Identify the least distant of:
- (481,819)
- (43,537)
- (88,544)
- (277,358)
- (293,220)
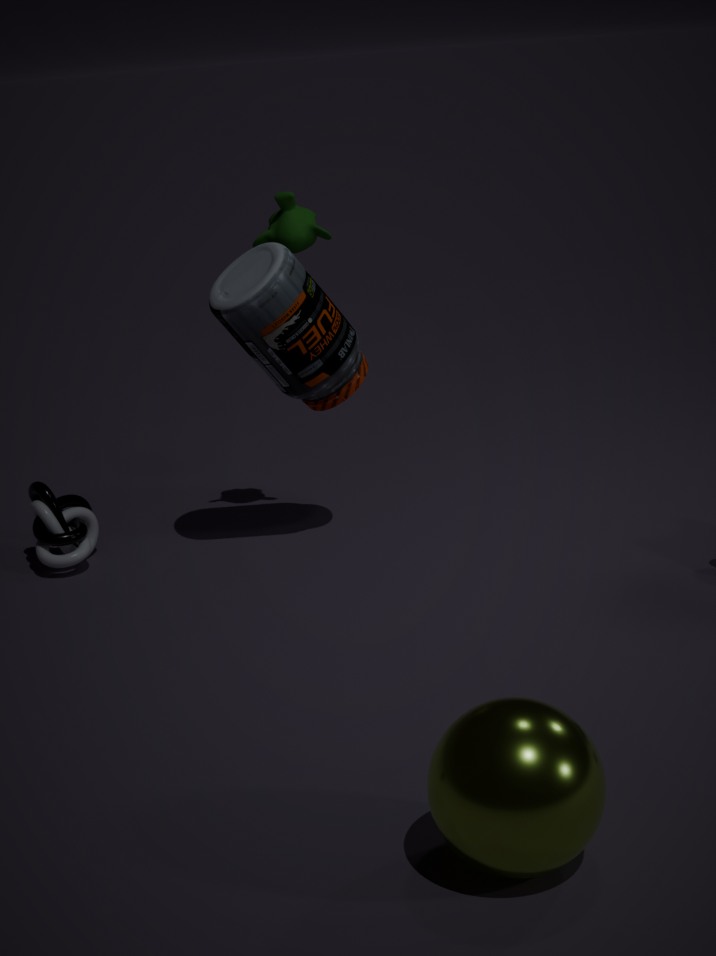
(481,819)
